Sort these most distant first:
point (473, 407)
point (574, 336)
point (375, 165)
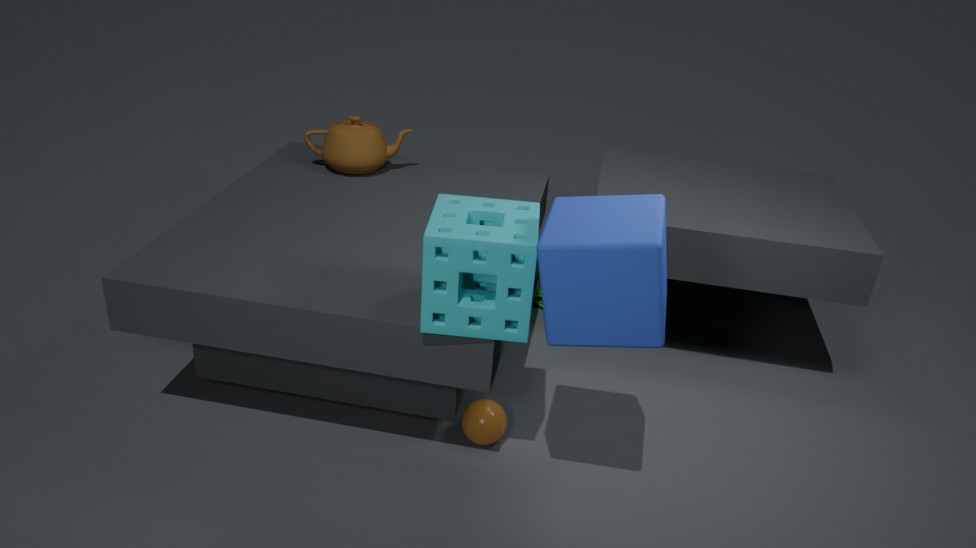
1. point (375, 165)
2. point (473, 407)
3. point (574, 336)
